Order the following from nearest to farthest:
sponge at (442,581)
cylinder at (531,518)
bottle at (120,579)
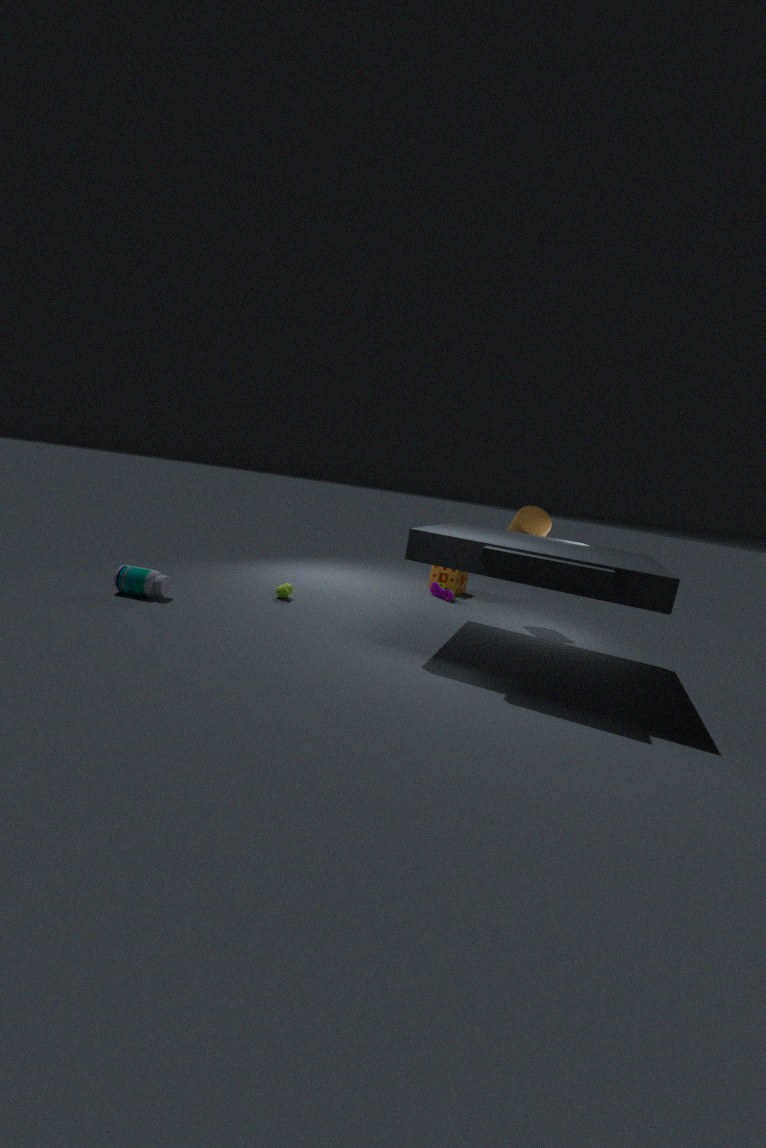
1. bottle at (120,579)
2. cylinder at (531,518)
3. sponge at (442,581)
